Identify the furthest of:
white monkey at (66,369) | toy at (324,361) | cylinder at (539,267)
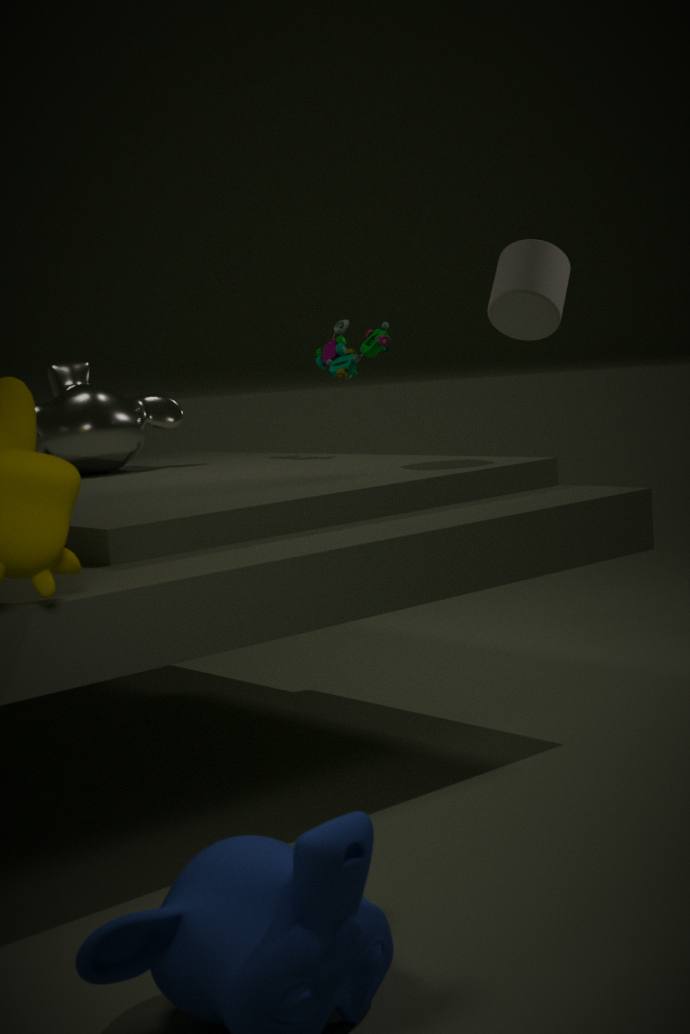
toy at (324,361)
